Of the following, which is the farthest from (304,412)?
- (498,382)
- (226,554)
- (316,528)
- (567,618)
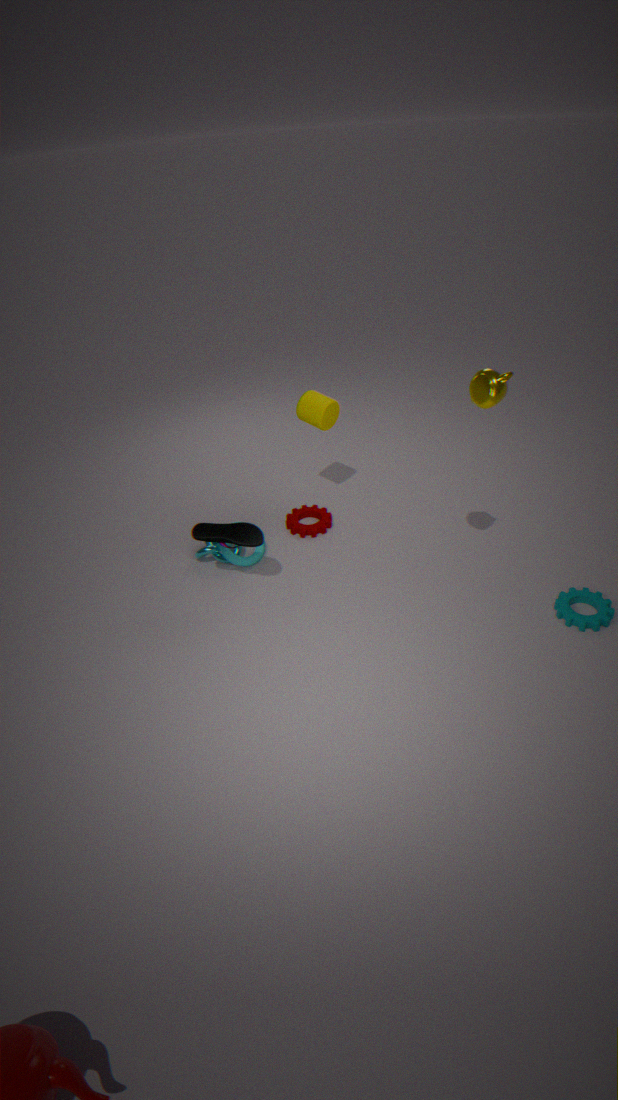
(567,618)
